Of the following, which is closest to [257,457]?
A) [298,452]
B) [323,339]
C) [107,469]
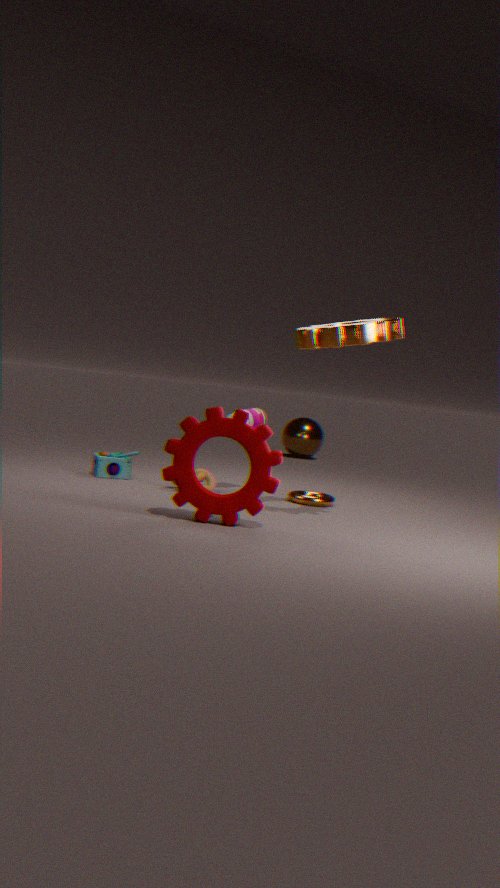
[323,339]
